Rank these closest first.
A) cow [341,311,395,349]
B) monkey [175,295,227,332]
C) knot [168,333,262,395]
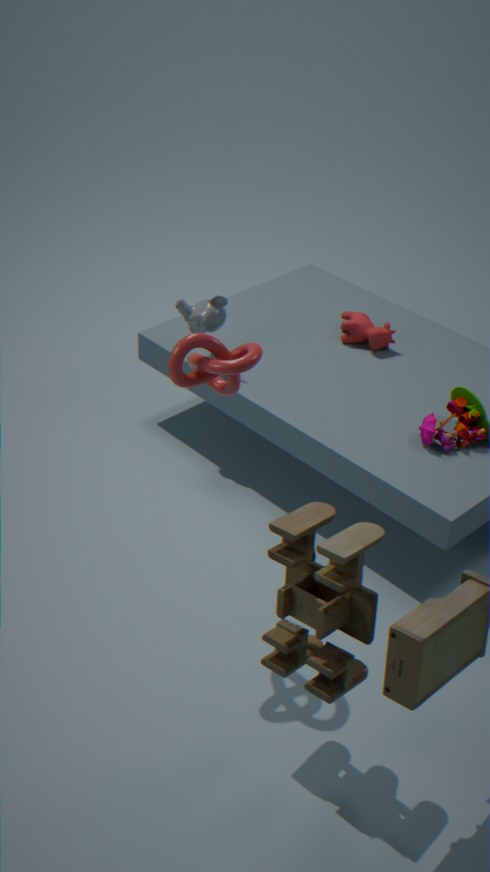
knot [168,333,262,395]
monkey [175,295,227,332]
cow [341,311,395,349]
